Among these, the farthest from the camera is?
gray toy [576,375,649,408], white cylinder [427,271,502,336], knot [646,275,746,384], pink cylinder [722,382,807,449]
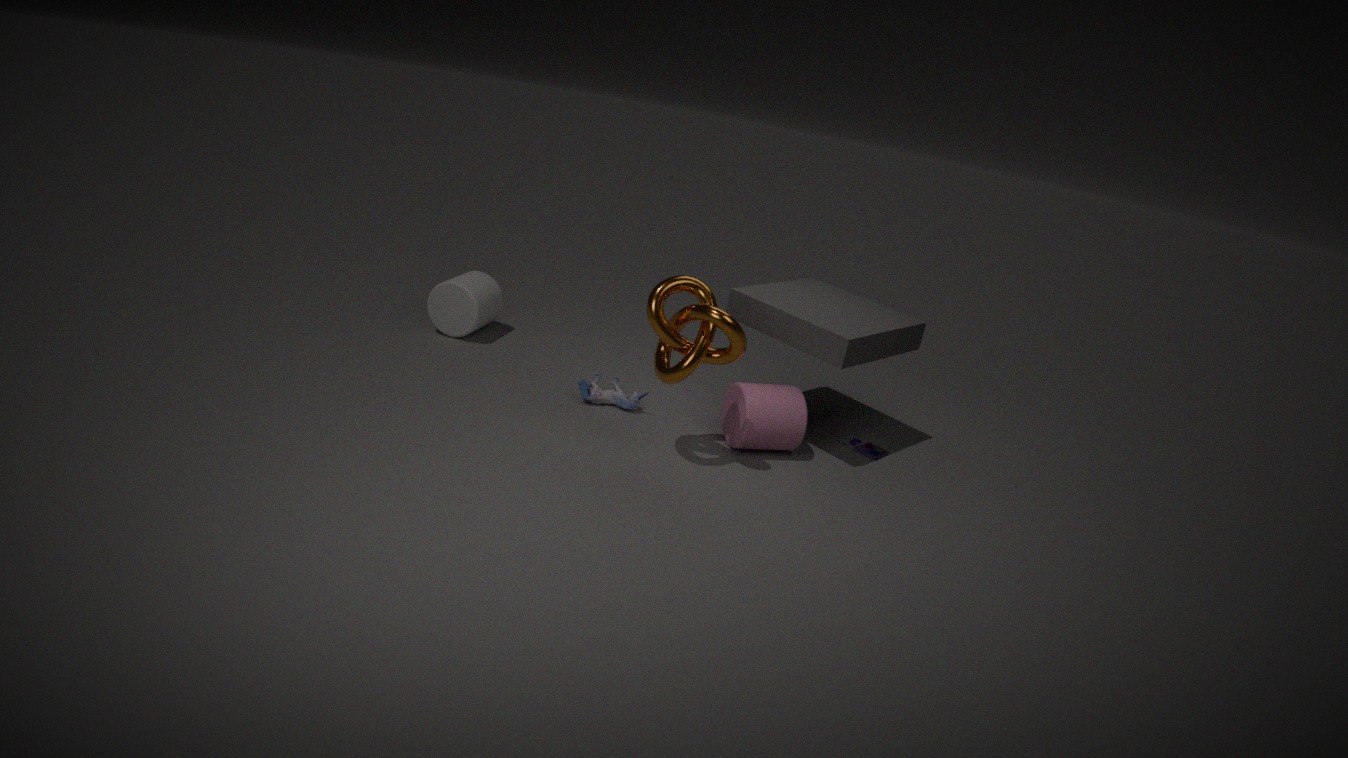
white cylinder [427,271,502,336]
